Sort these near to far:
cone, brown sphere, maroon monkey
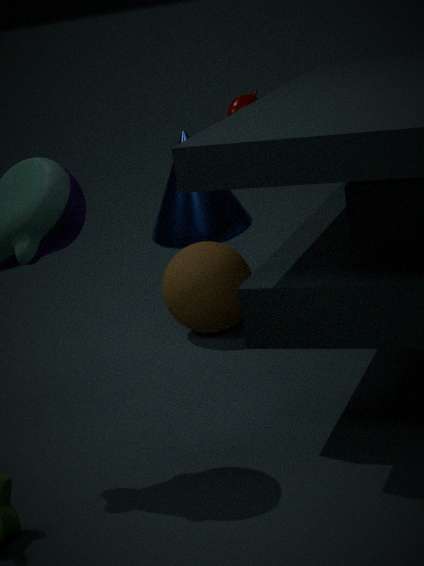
brown sphere → cone → maroon monkey
